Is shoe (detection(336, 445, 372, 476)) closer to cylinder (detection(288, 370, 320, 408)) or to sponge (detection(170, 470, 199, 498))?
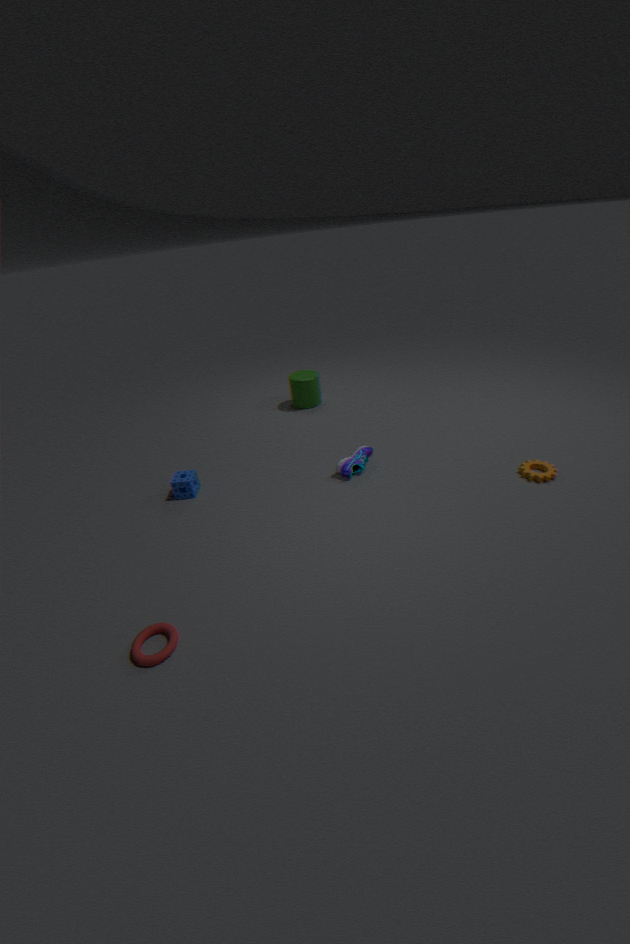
sponge (detection(170, 470, 199, 498))
